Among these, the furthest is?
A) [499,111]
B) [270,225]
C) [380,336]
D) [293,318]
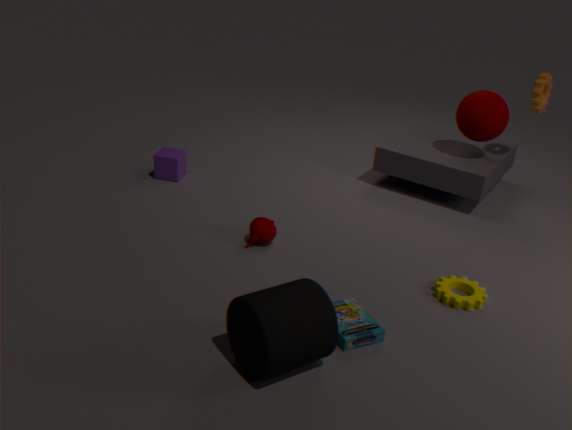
[499,111]
